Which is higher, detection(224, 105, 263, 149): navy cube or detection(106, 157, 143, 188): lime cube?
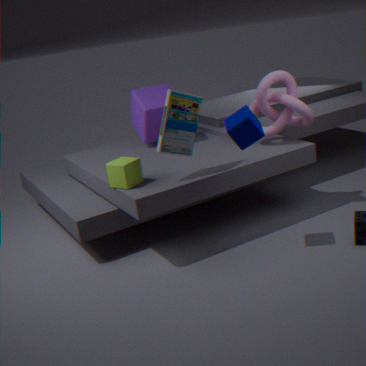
detection(224, 105, 263, 149): navy cube
